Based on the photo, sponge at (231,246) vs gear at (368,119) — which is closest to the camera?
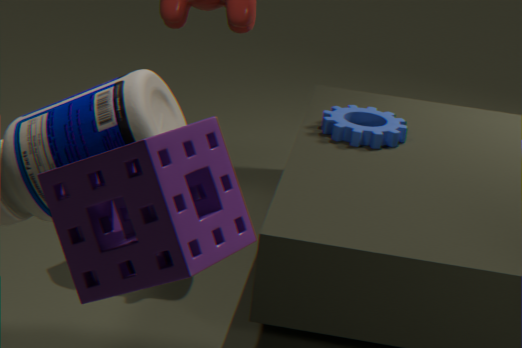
sponge at (231,246)
